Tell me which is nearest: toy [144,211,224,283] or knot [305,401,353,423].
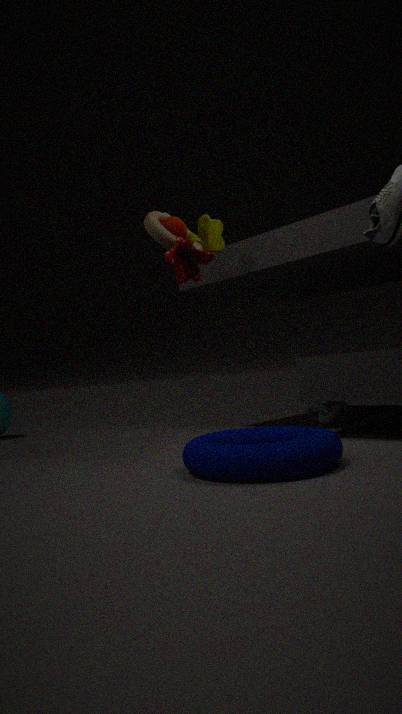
toy [144,211,224,283]
